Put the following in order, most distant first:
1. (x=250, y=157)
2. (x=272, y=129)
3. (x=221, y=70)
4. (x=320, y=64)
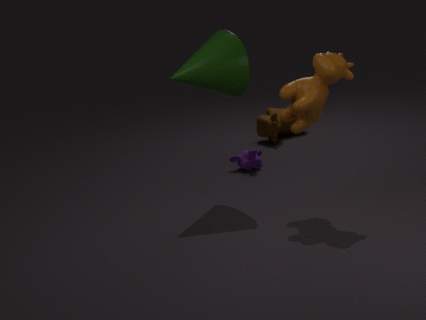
(x=272, y=129) → (x=250, y=157) → (x=221, y=70) → (x=320, y=64)
